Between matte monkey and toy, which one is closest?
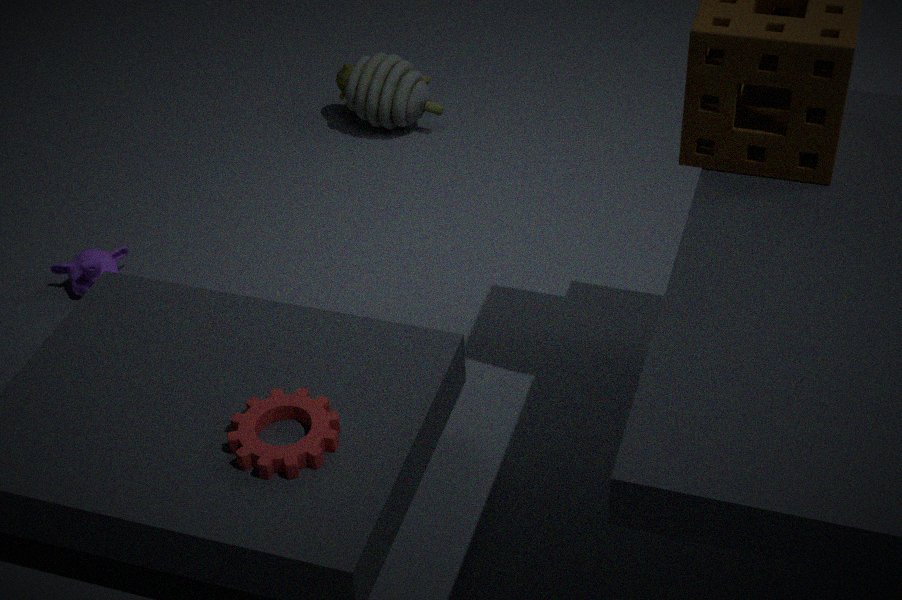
matte monkey
